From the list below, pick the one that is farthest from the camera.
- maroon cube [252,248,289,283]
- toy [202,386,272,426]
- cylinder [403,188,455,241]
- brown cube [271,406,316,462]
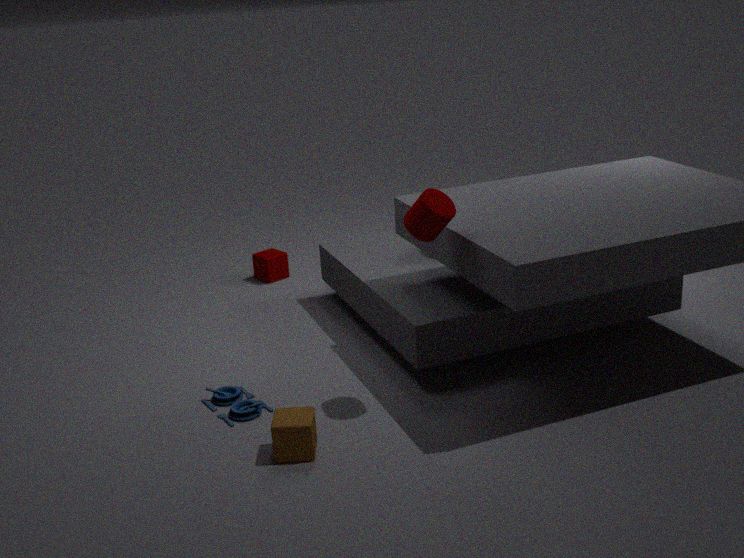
maroon cube [252,248,289,283]
